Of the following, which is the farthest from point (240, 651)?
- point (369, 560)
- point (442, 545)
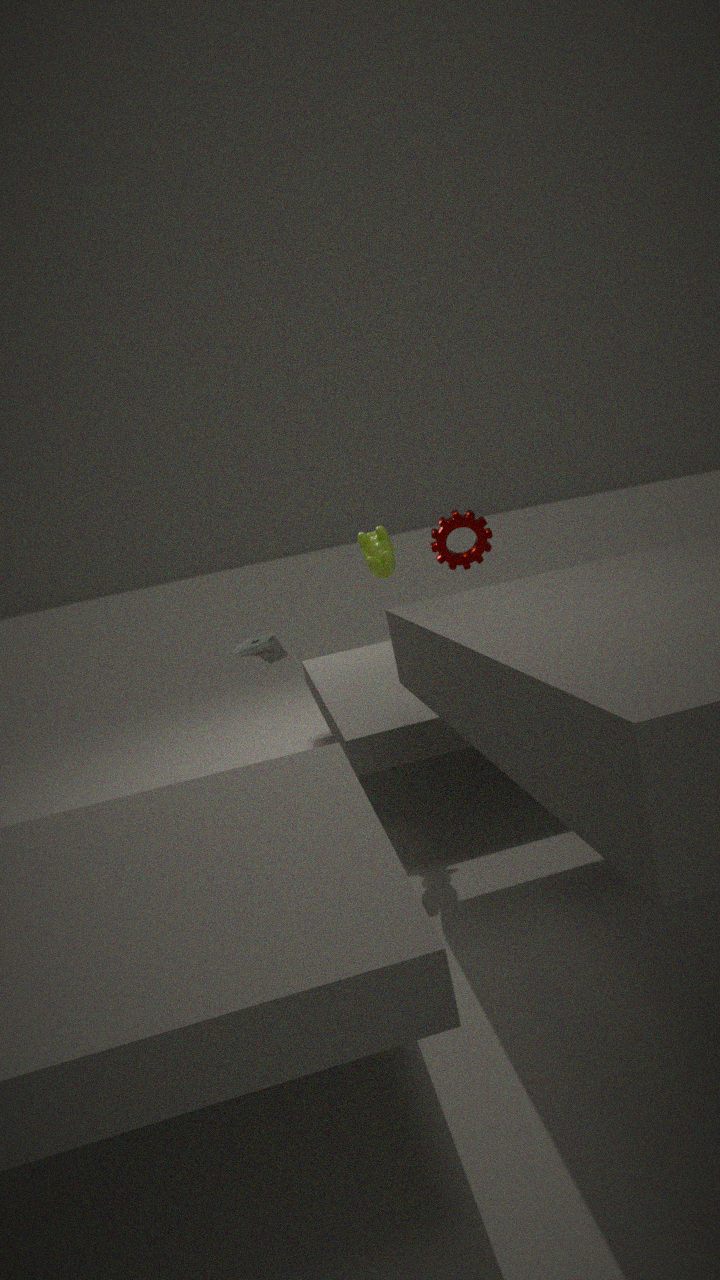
point (442, 545)
